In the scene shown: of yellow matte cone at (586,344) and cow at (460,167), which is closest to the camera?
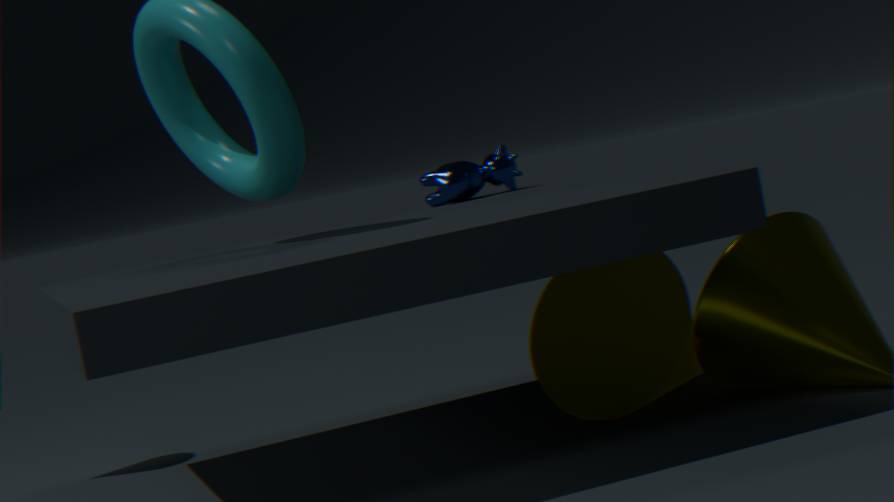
yellow matte cone at (586,344)
